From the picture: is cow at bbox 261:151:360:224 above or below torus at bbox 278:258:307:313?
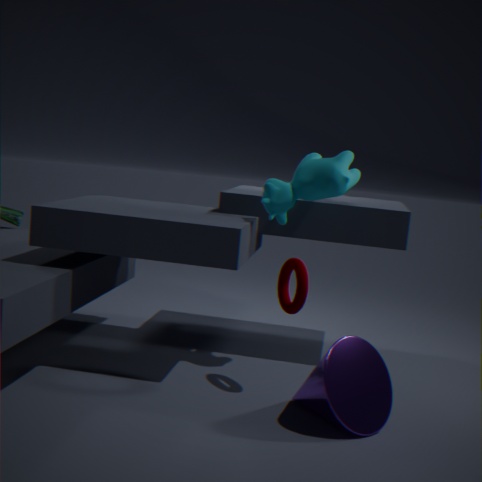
above
